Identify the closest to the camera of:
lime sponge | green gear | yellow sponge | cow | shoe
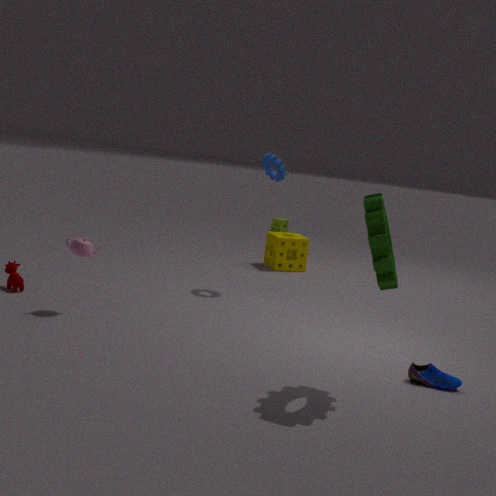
green gear
